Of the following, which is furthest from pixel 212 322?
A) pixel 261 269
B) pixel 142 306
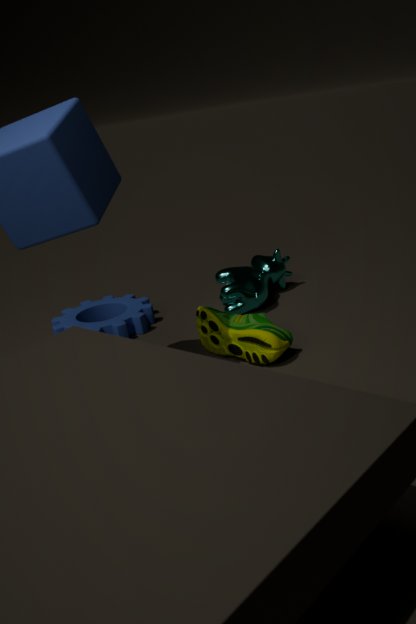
pixel 142 306
